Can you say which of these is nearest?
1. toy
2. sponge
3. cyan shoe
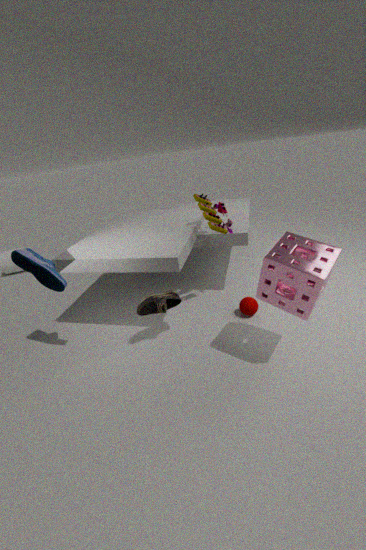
sponge
